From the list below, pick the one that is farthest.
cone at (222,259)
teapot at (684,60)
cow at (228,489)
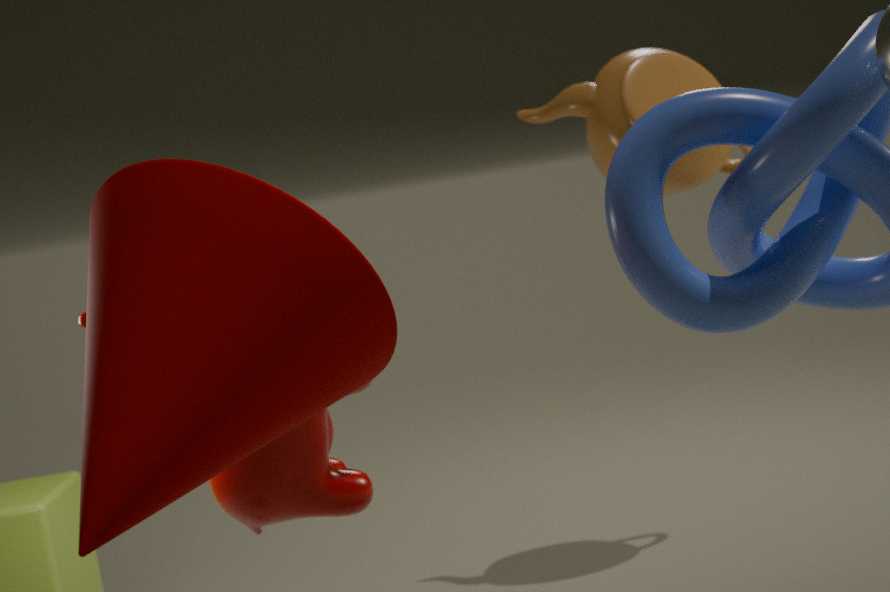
teapot at (684,60)
